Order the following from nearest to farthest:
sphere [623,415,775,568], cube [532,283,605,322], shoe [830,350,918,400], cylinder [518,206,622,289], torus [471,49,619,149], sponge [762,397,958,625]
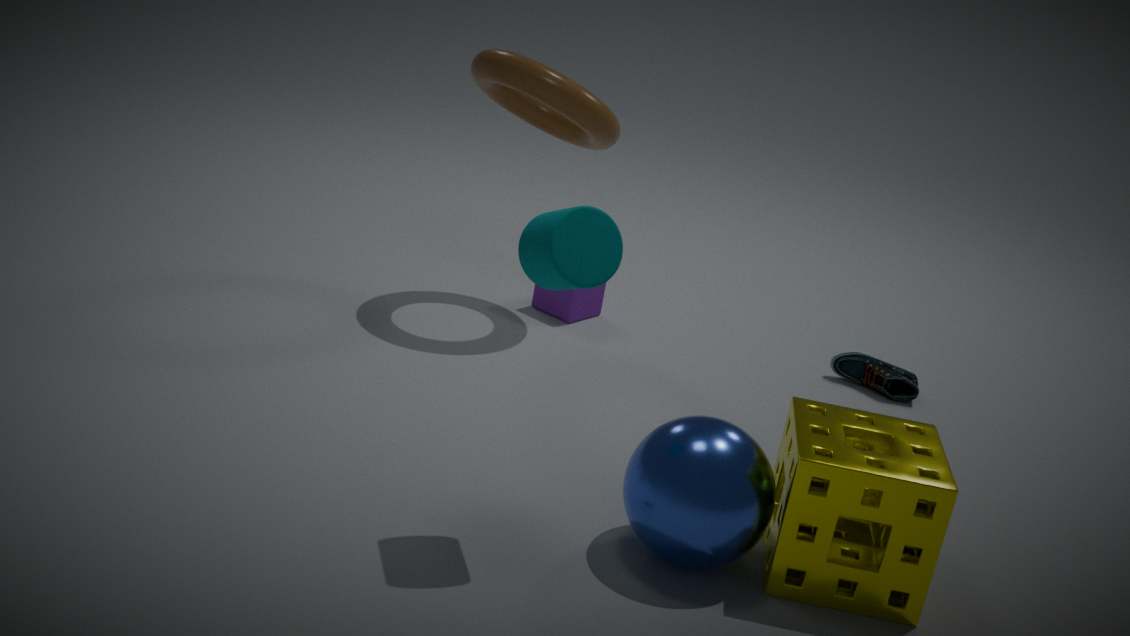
cylinder [518,206,622,289]
sphere [623,415,775,568]
sponge [762,397,958,625]
torus [471,49,619,149]
shoe [830,350,918,400]
cube [532,283,605,322]
